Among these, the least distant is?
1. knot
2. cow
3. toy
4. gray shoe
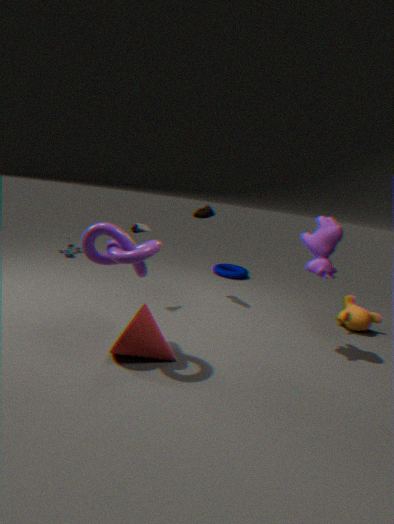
knot
